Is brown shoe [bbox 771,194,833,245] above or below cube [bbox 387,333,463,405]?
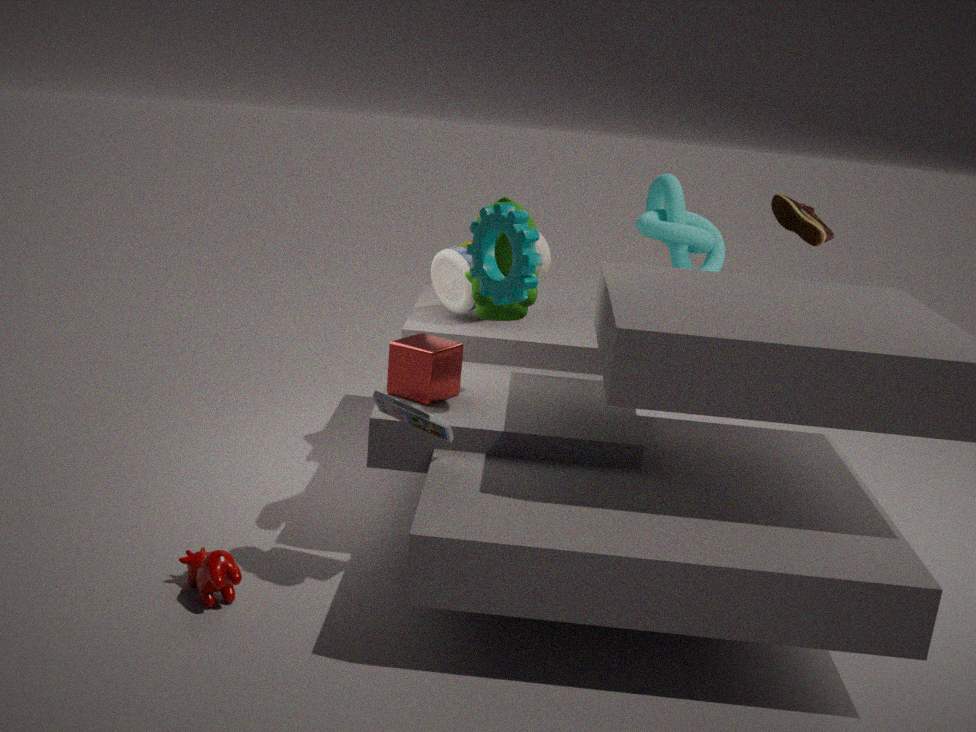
above
